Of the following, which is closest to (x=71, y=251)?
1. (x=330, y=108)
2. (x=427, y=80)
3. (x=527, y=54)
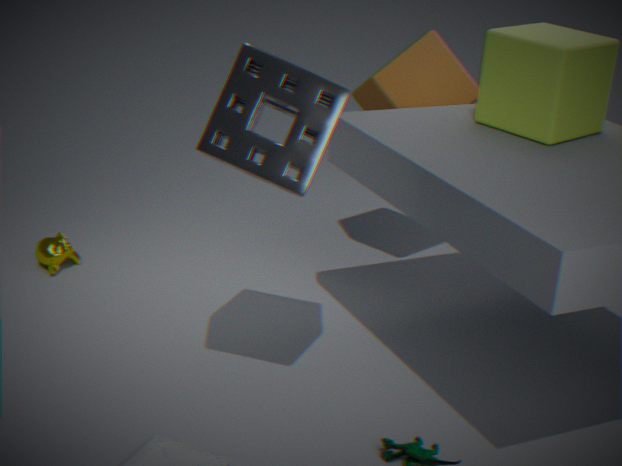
(x=330, y=108)
